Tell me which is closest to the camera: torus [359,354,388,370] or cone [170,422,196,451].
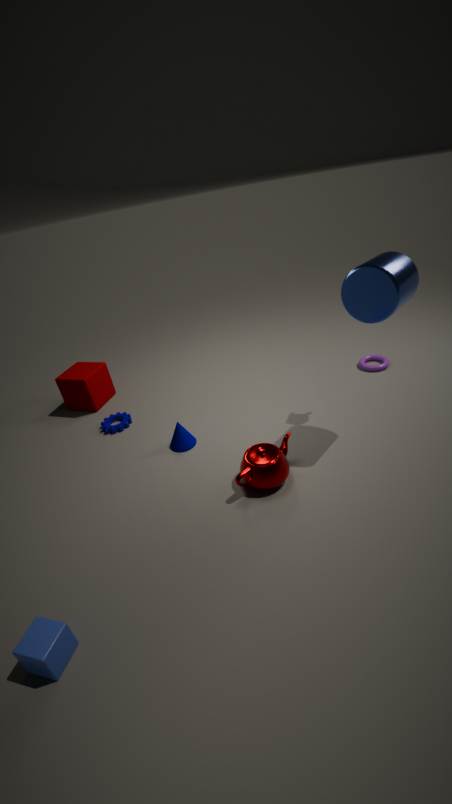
cone [170,422,196,451]
